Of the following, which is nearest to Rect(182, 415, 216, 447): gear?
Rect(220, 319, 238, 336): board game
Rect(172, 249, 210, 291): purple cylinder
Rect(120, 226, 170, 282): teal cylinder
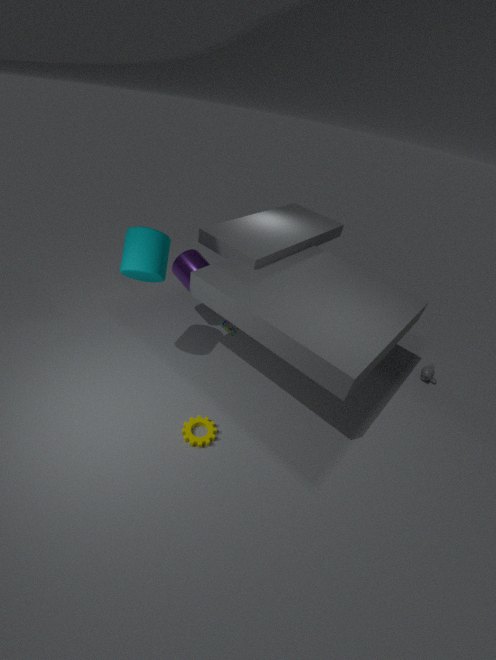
Rect(220, 319, 238, 336): board game
